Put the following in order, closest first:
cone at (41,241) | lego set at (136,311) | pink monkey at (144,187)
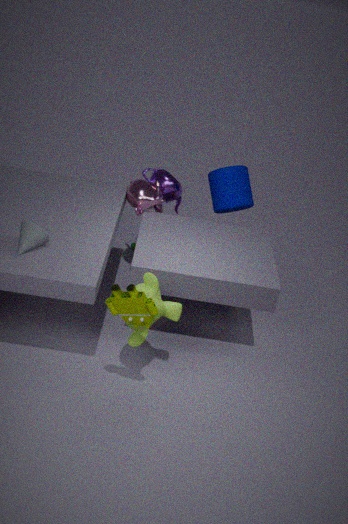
1. lego set at (136,311)
2. cone at (41,241)
3. pink monkey at (144,187)
